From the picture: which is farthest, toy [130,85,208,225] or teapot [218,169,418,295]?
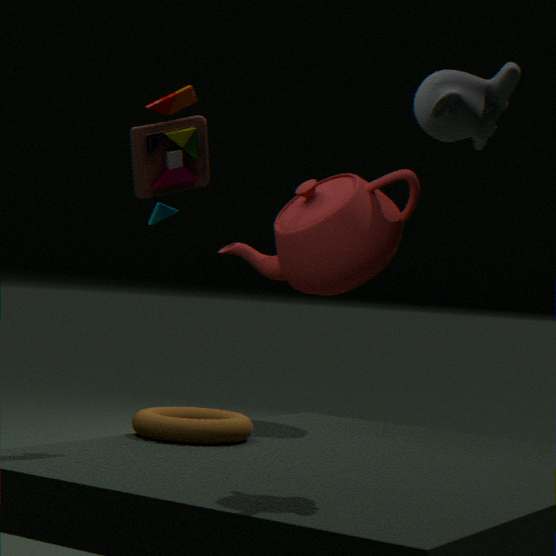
teapot [218,169,418,295]
